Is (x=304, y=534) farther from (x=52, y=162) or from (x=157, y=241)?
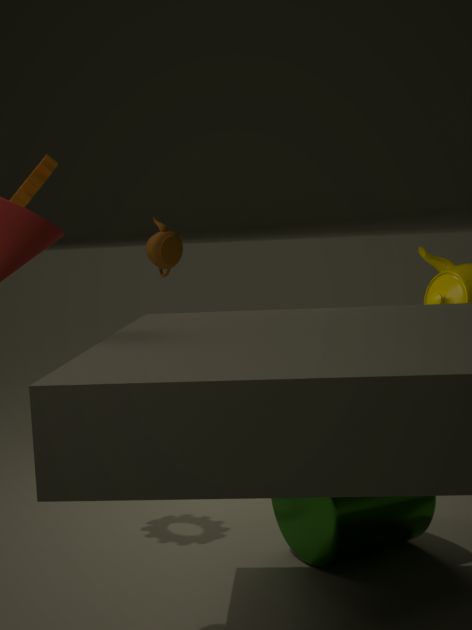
(x=157, y=241)
